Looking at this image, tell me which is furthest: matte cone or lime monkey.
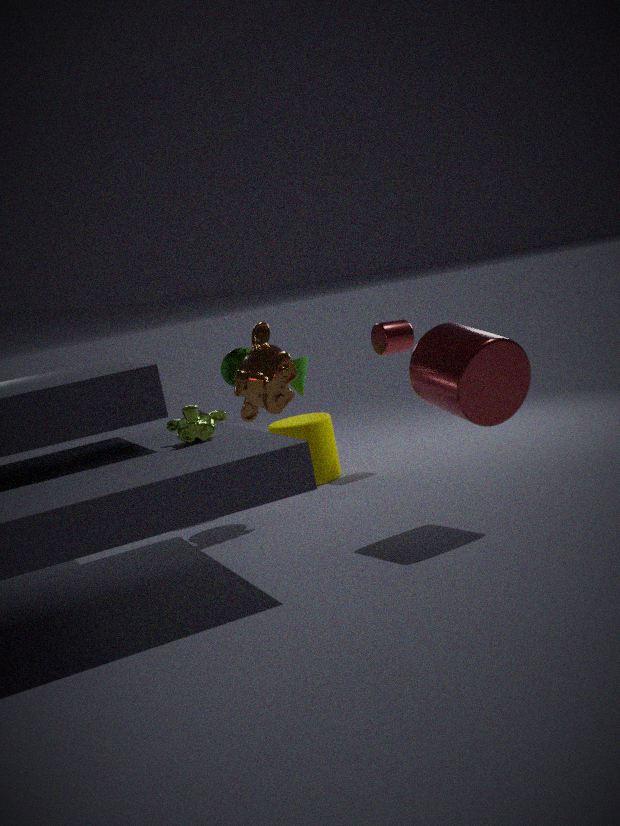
matte cone
